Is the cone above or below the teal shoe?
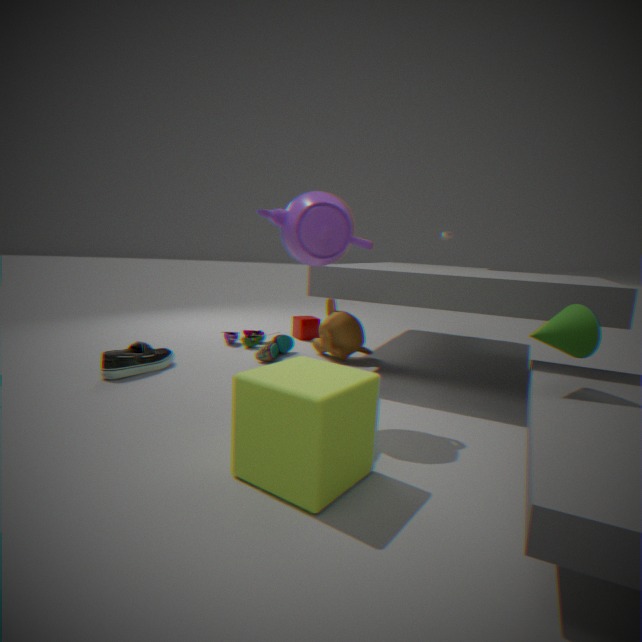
above
